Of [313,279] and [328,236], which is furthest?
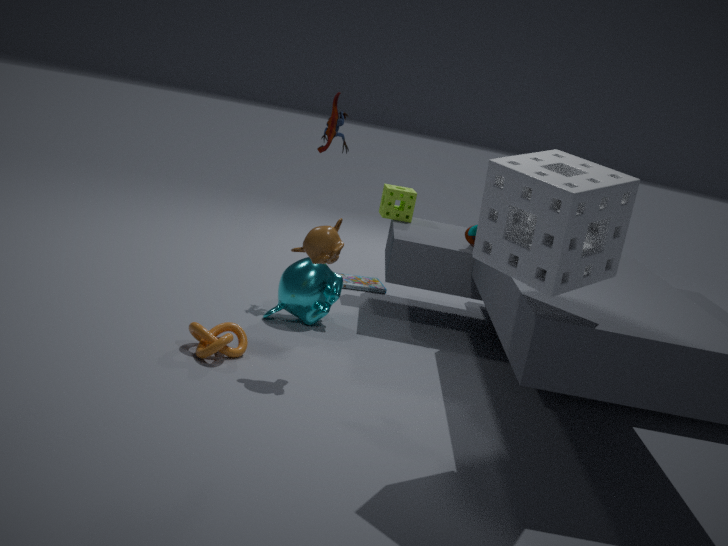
[313,279]
